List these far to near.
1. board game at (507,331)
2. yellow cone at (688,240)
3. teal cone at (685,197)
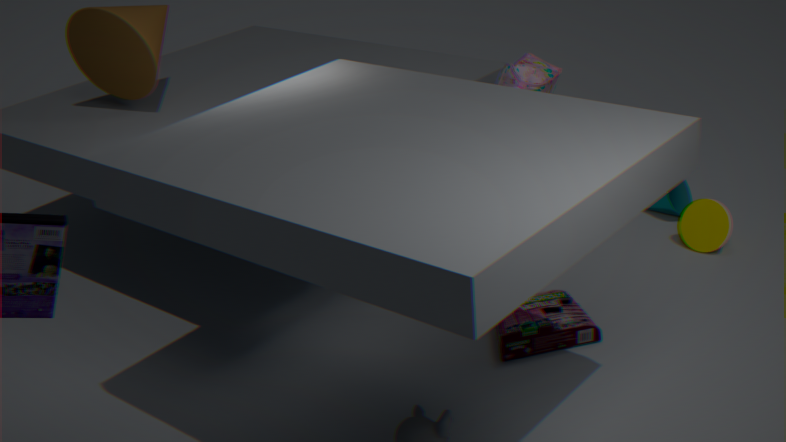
teal cone at (685,197) → yellow cone at (688,240) → board game at (507,331)
